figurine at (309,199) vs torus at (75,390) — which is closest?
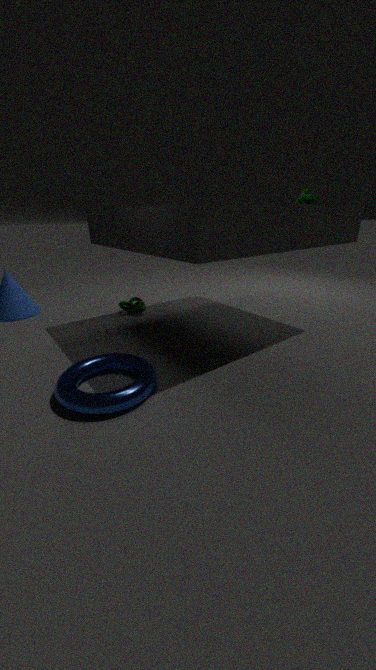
torus at (75,390)
